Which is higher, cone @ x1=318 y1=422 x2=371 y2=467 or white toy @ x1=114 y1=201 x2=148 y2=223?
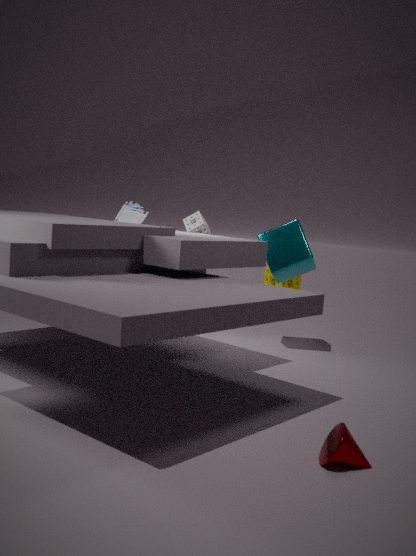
white toy @ x1=114 y1=201 x2=148 y2=223
